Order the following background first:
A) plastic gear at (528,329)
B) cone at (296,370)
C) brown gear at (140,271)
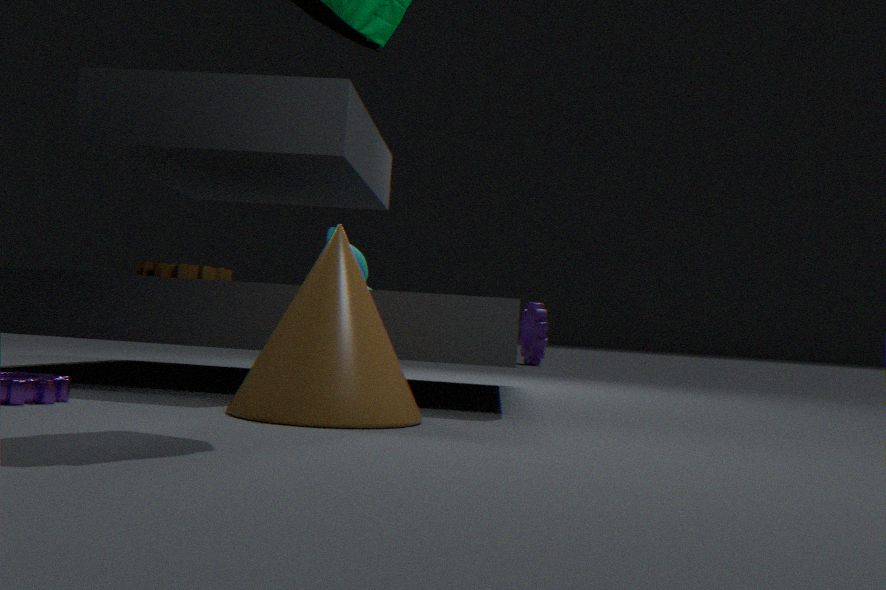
plastic gear at (528,329), brown gear at (140,271), cone at (296,370)
